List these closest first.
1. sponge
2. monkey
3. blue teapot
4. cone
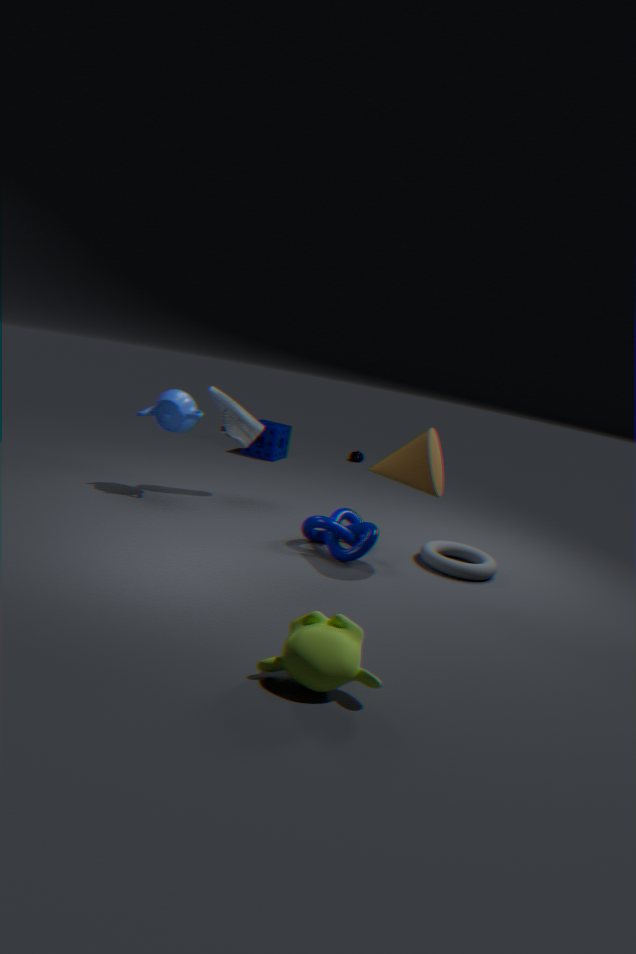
monkey, cone, blue teapot, sponge
